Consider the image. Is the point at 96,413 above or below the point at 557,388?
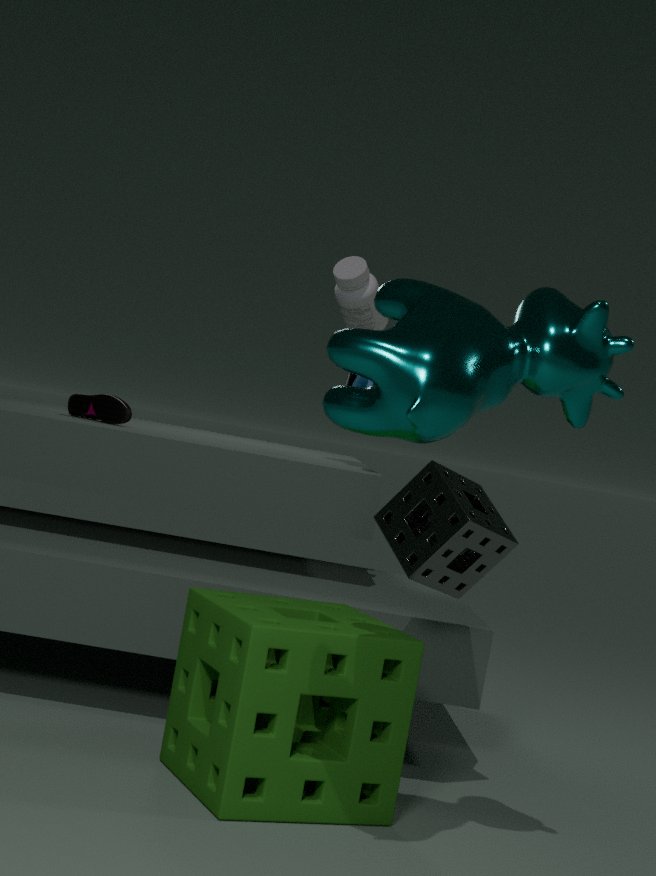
below
